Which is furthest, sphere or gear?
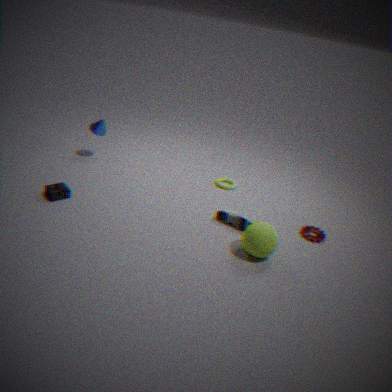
gear
